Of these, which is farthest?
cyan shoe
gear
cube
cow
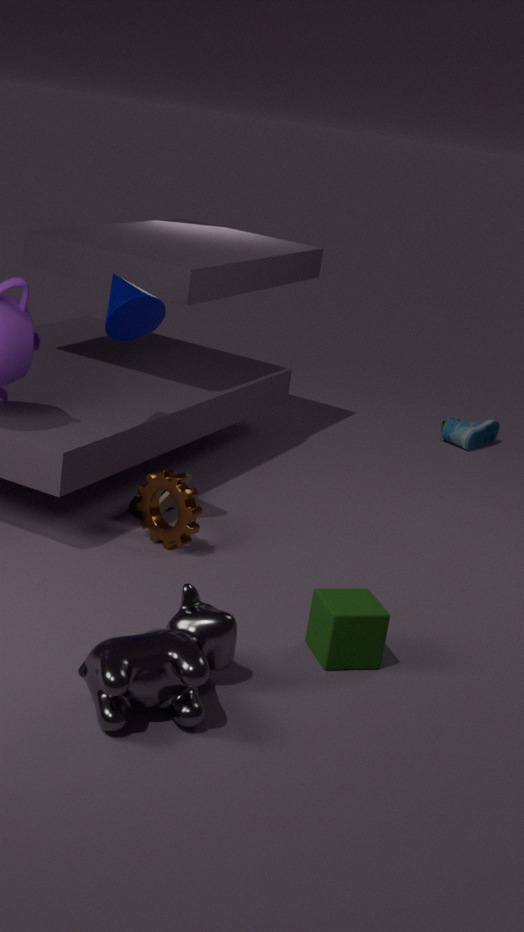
cyan shoe
